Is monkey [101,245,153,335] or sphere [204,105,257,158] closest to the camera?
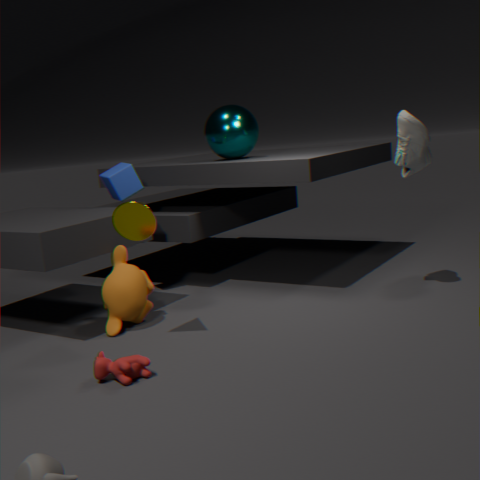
monkey [101,245,153,335]
